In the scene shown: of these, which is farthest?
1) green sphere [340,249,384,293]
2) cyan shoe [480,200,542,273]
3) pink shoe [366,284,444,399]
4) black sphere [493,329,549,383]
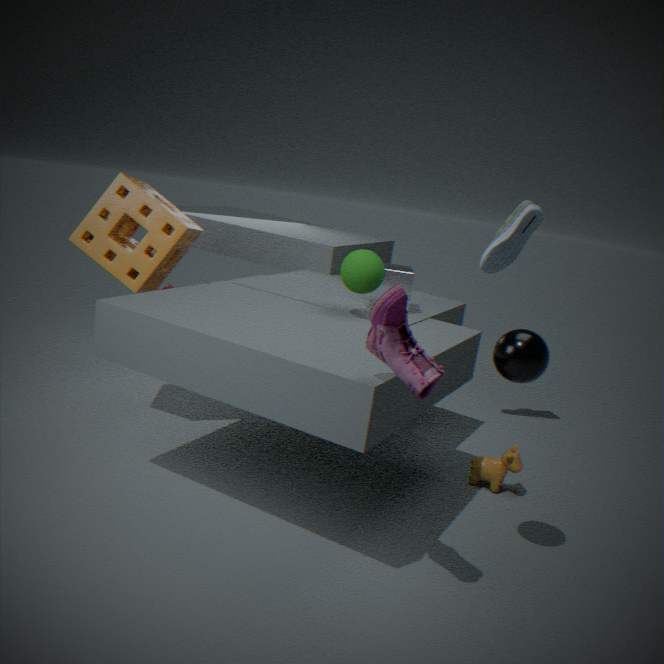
2
